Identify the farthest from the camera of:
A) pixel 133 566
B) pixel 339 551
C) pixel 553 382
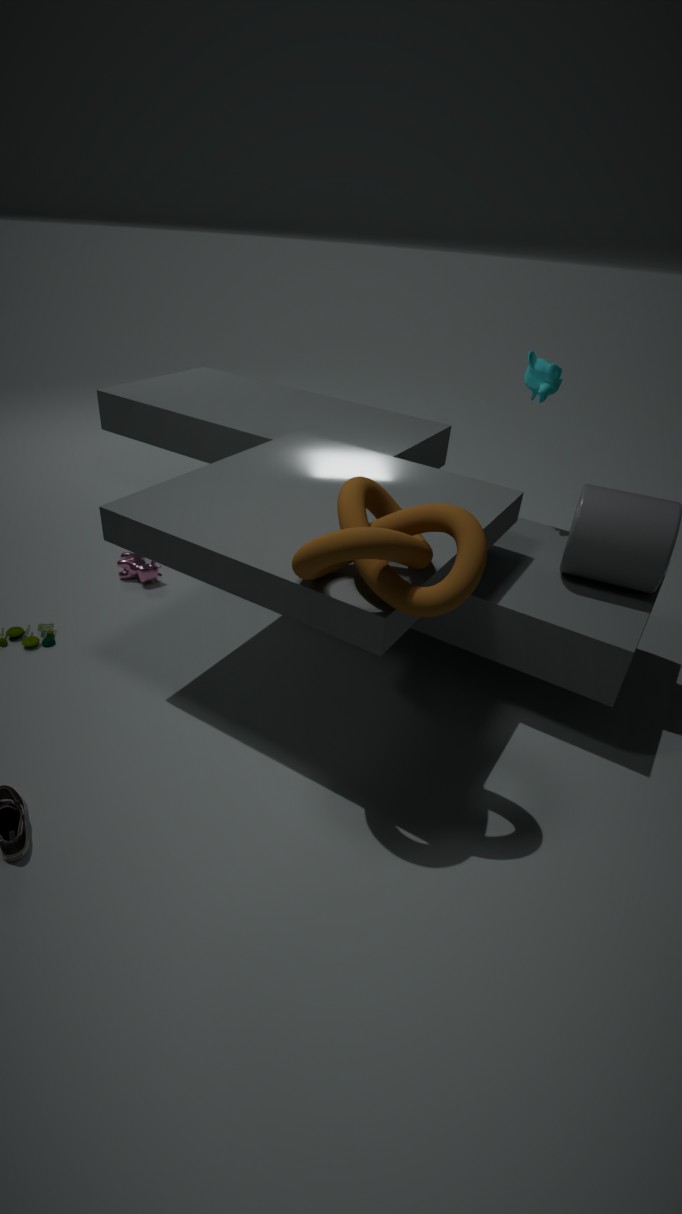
pixel 133 566
